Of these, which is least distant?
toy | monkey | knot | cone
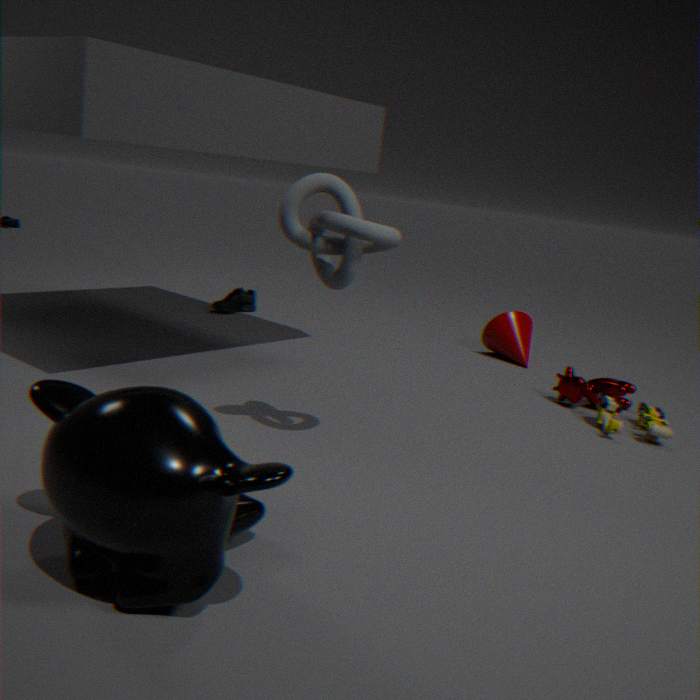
monkey
